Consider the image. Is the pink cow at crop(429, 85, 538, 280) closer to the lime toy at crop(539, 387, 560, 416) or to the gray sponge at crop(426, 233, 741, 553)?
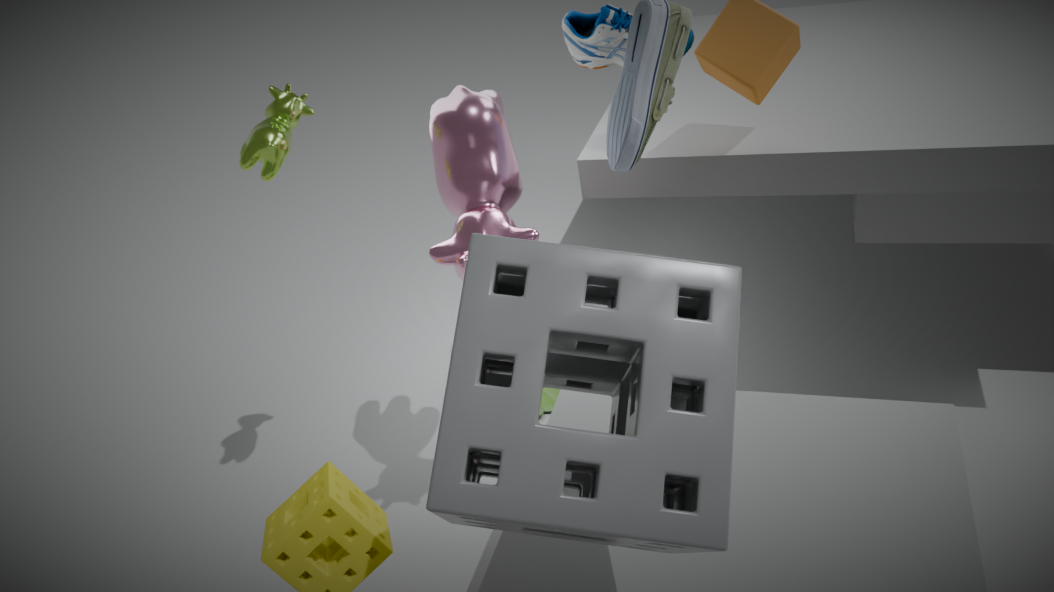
the gray sponge at crop(426, 233, 741, 553)
